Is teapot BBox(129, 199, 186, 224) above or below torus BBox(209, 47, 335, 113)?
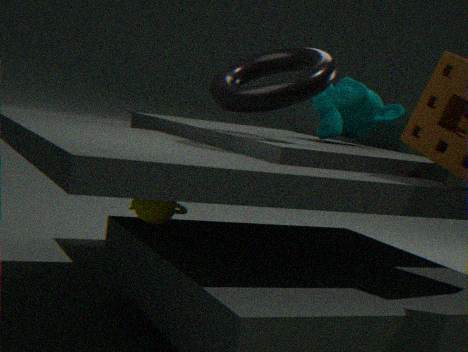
below
